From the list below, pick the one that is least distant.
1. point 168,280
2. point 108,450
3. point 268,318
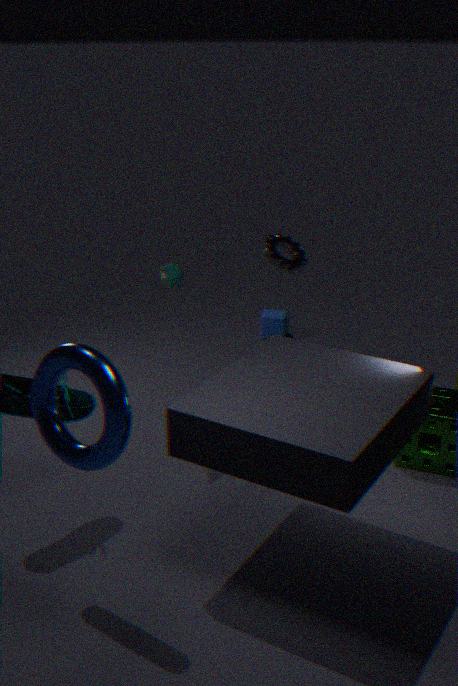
point 108,450
